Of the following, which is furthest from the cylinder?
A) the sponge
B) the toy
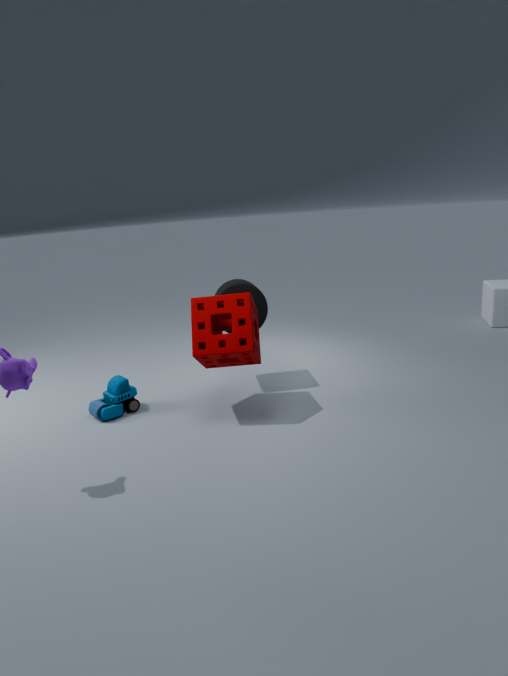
the toy
